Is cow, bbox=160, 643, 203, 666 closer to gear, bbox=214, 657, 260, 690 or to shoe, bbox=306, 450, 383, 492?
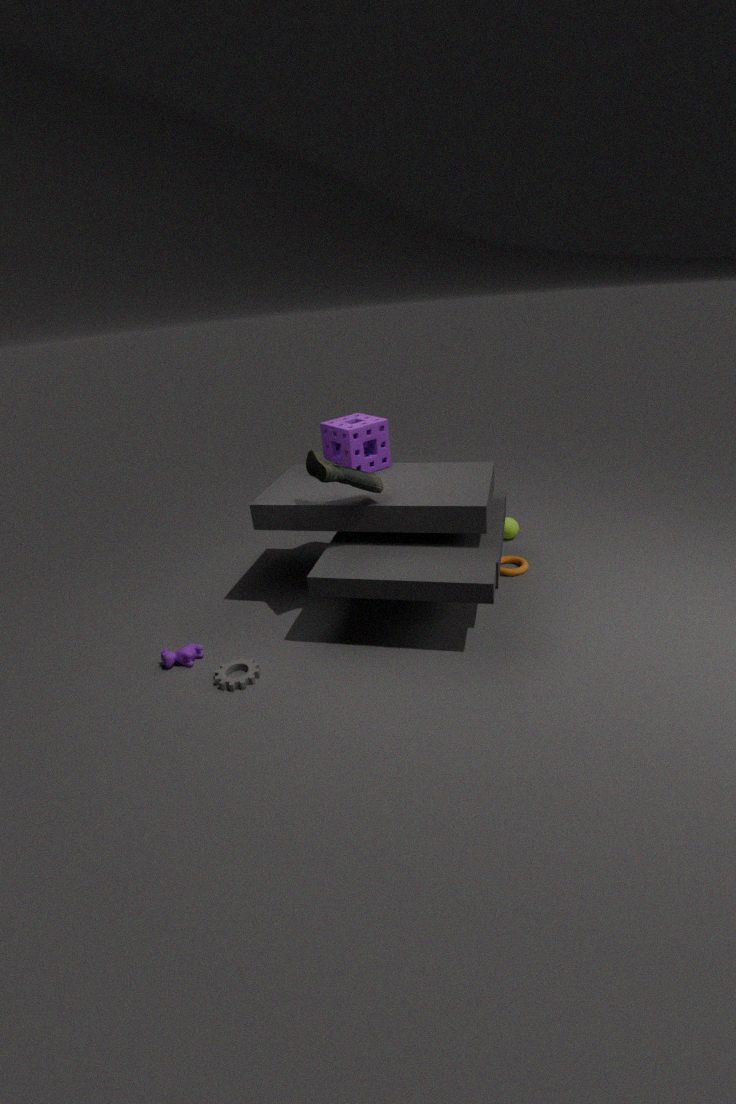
gear, bbox=214, 657, 260, 690
